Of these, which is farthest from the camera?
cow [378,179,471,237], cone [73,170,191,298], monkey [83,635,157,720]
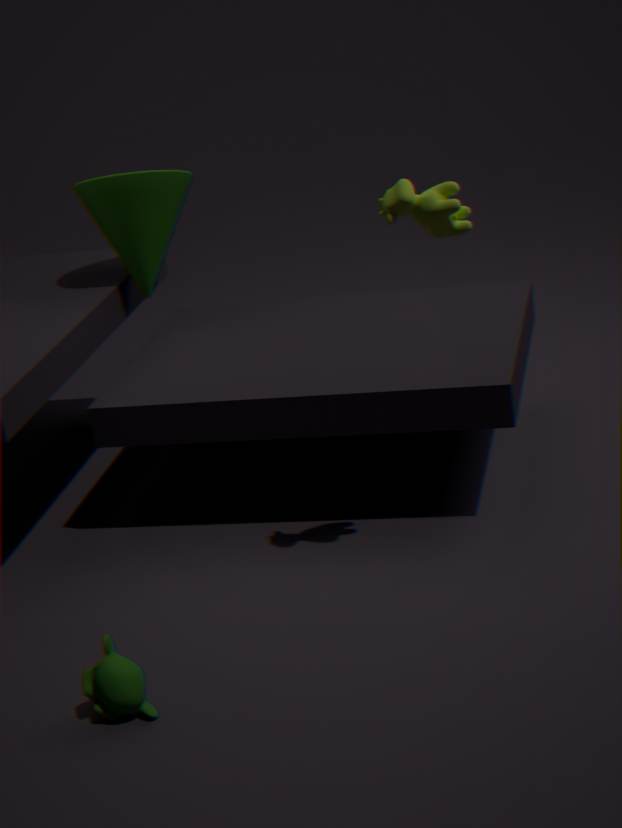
cone [73,170,191,298]
